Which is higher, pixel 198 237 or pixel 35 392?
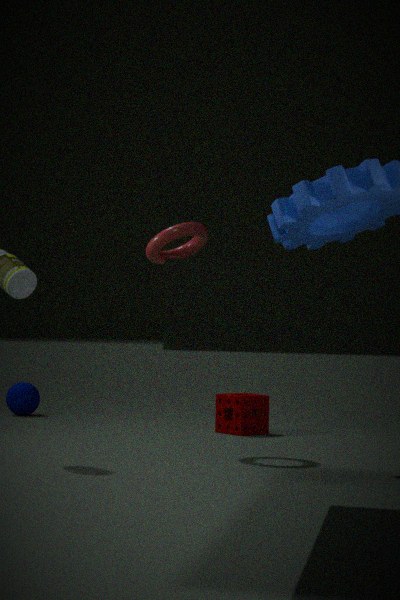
pixel 198 237
